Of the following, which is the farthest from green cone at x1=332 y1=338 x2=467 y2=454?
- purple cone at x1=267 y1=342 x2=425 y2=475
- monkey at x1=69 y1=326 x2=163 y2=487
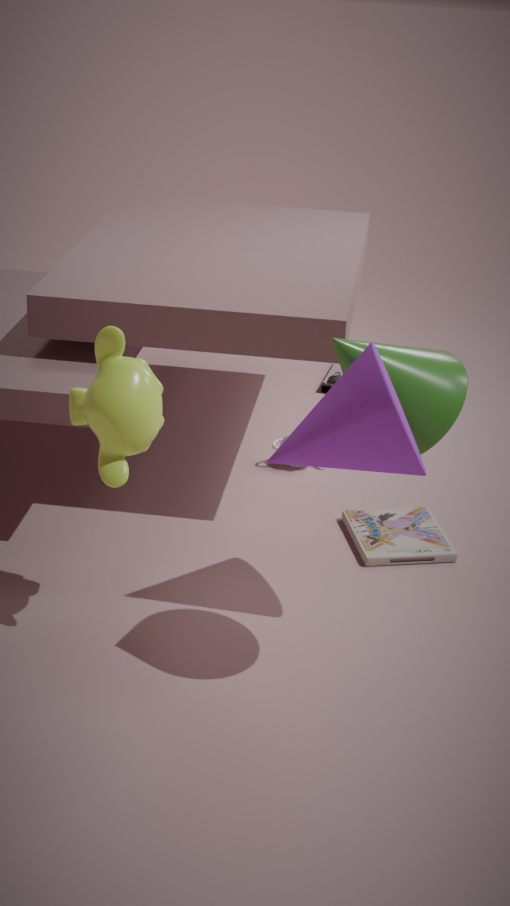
monkey at x1=69 y1=326 x2=163 y2=487
